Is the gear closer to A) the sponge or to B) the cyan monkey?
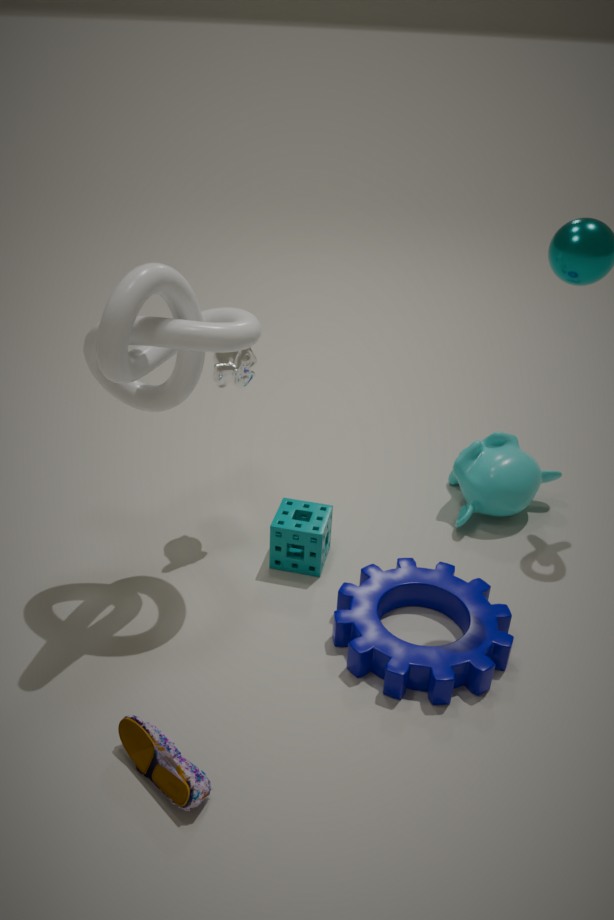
A) the sponge
